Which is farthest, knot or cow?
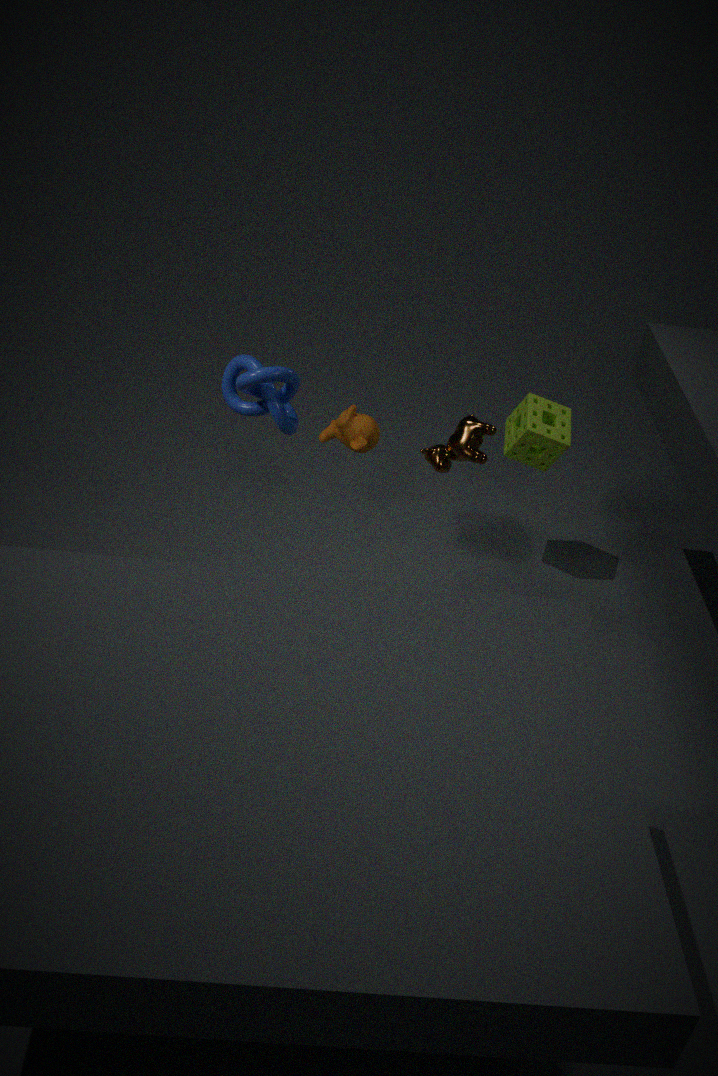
cow
